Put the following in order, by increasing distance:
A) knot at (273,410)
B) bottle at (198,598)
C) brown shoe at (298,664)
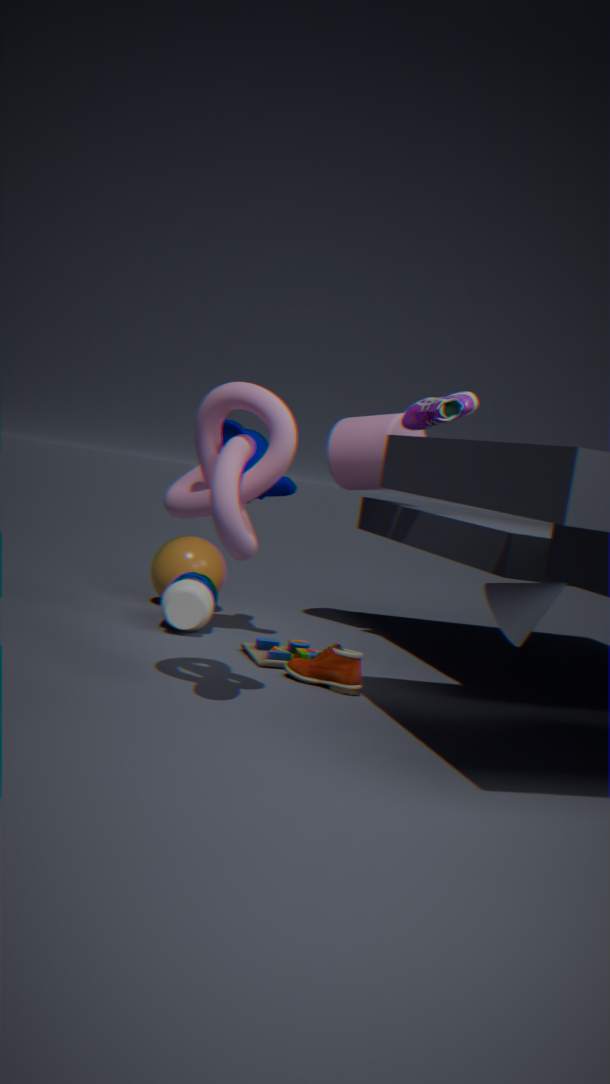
knot at (273,410)
brown shoe at (298,664)
bottle at (198,598)
